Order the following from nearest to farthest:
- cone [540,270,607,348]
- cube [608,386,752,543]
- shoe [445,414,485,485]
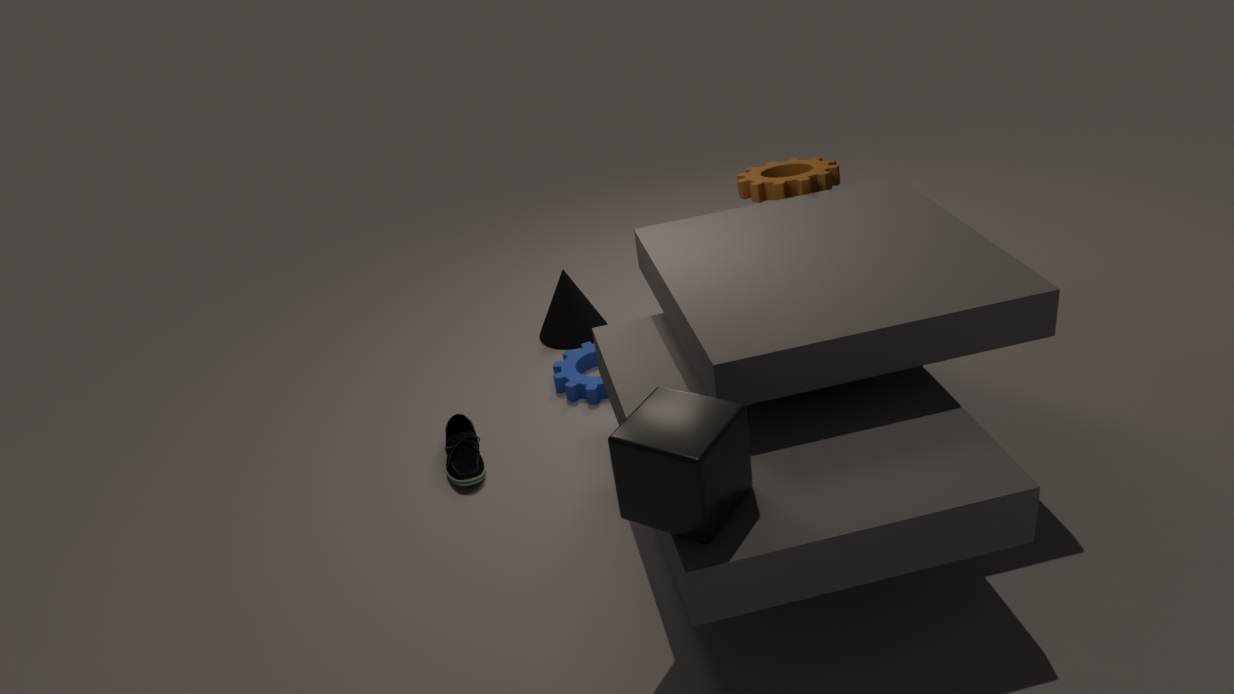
cube [608,386,752,543], shoe [445,414,485,485], cone [540,270,607,348]
